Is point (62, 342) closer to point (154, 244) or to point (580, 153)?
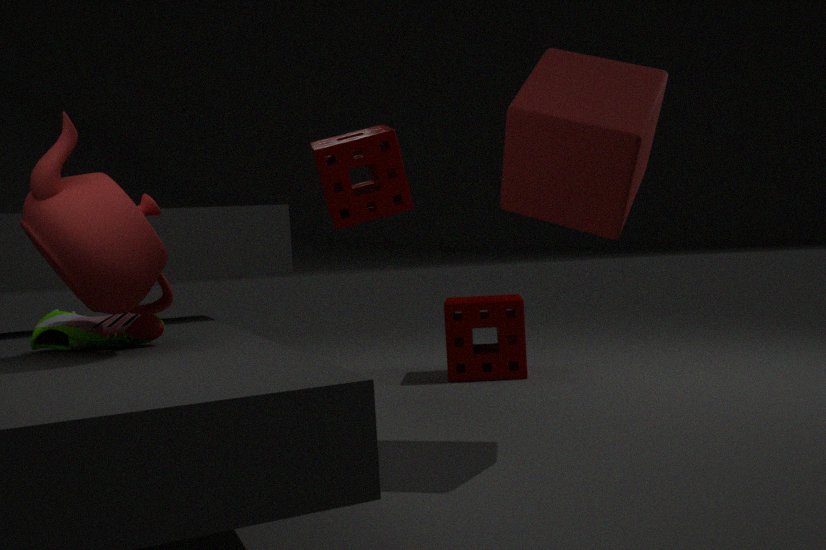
point (154, 244)
